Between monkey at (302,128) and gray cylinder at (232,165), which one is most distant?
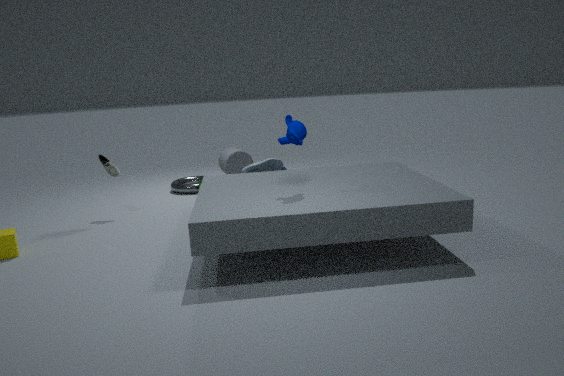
gray cylinder at (232,165)
